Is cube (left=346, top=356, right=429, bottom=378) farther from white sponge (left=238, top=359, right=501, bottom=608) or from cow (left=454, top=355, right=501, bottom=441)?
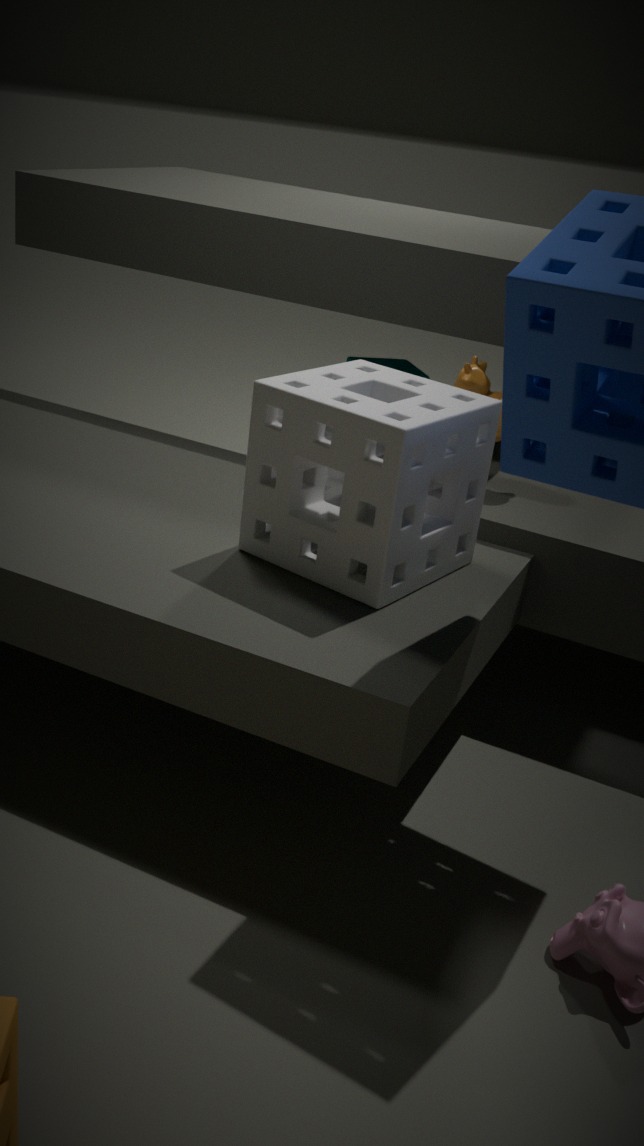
white sponge (left=238, top=359, right=501, bottom=608)
